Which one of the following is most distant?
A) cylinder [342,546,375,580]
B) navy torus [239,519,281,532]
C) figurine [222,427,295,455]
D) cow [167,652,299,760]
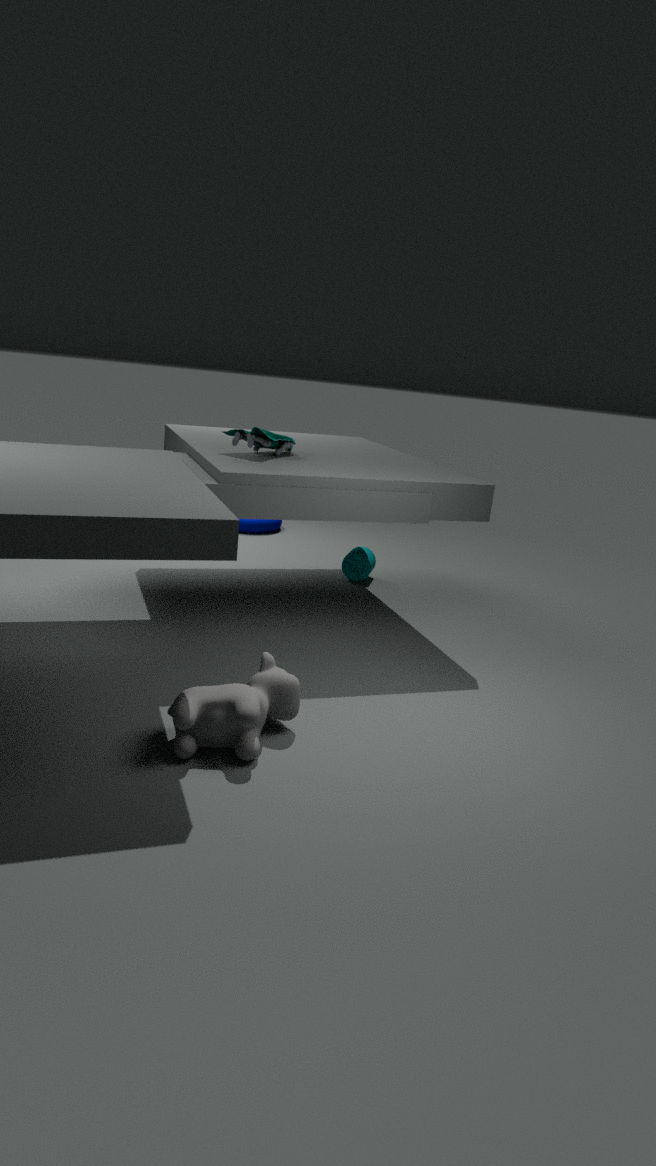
navy torus [239,519,281,532]
